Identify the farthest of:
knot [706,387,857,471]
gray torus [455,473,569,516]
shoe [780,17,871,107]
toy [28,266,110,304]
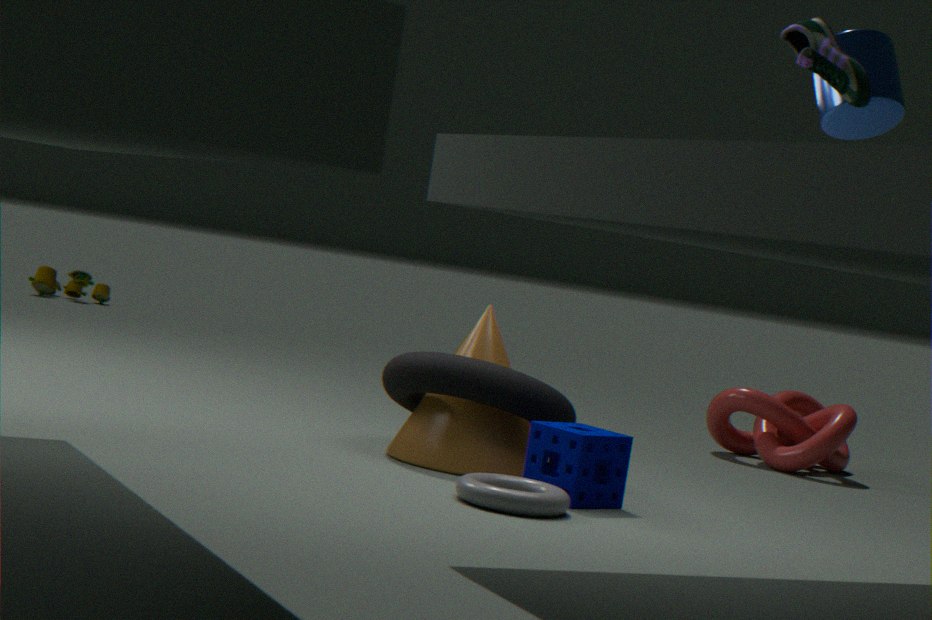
toy [28,266,110,304]
